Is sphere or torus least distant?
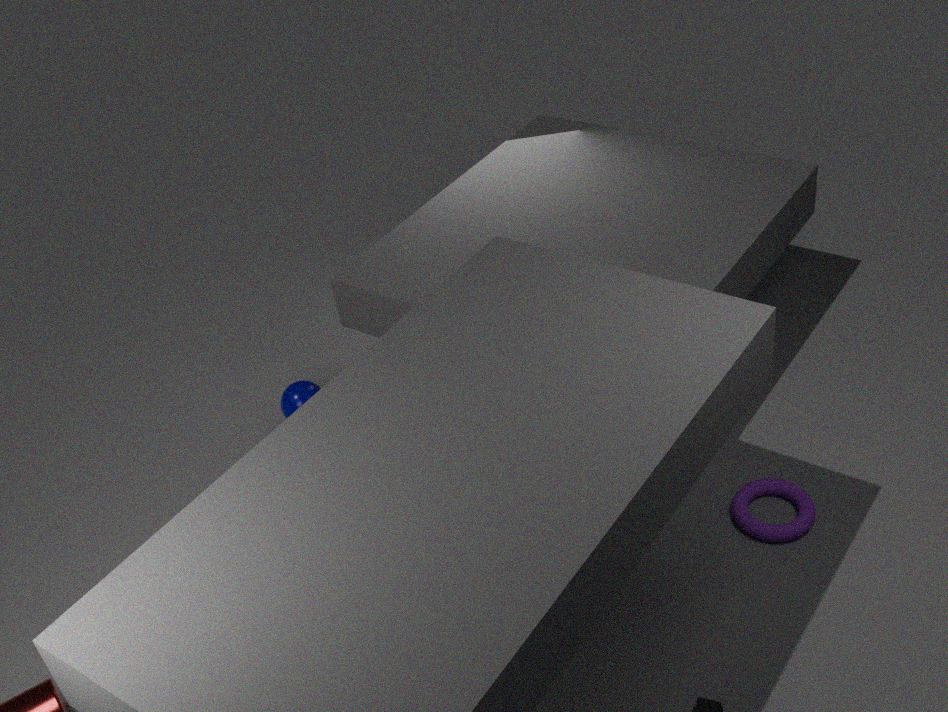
torus
